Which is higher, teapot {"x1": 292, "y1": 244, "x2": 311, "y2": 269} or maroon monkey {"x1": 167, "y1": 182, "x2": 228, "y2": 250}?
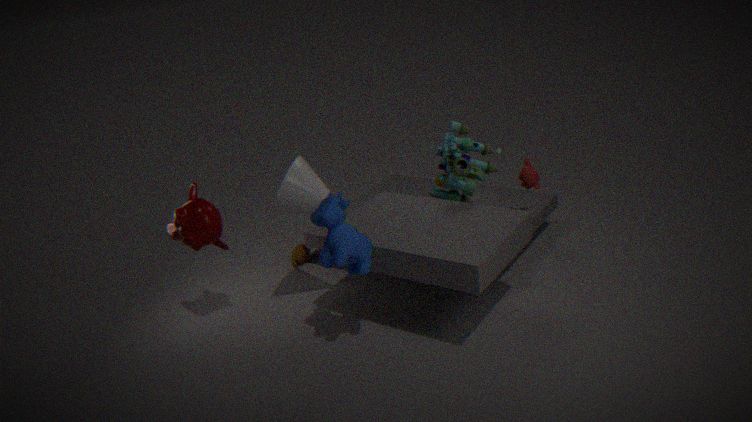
maroon monkey {"x1": 167, "y1": 182, "x2": 228, "y2": 250}
